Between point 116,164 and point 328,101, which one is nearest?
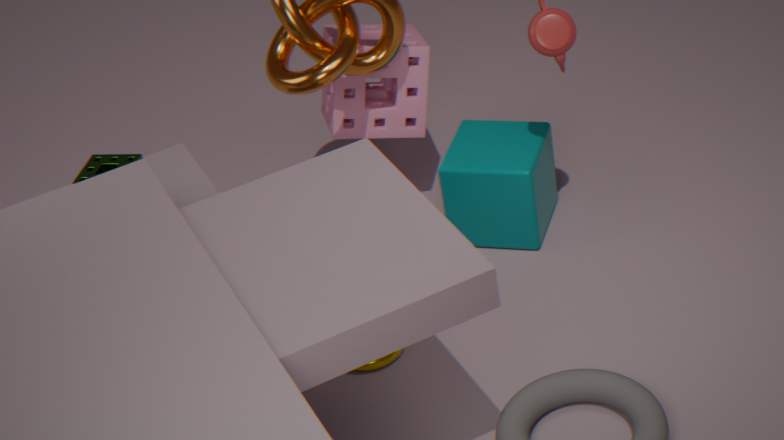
point 116,164
